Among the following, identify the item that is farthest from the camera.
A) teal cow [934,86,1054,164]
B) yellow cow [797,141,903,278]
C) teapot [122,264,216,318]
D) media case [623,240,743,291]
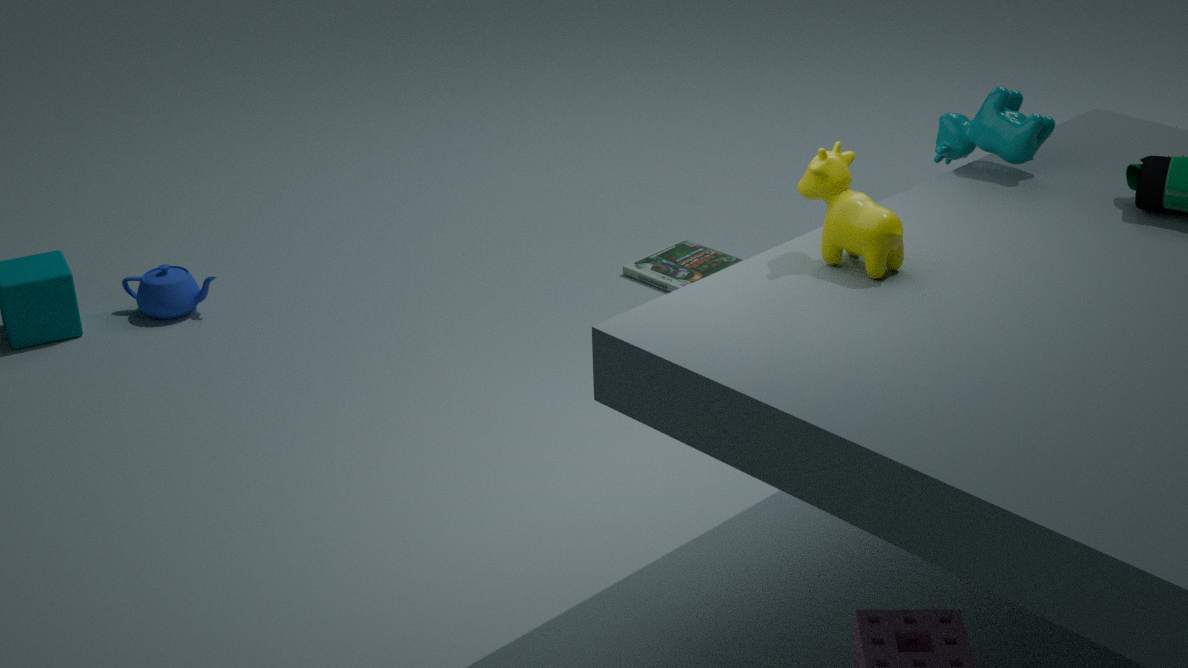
media case [623,240,743,291]
